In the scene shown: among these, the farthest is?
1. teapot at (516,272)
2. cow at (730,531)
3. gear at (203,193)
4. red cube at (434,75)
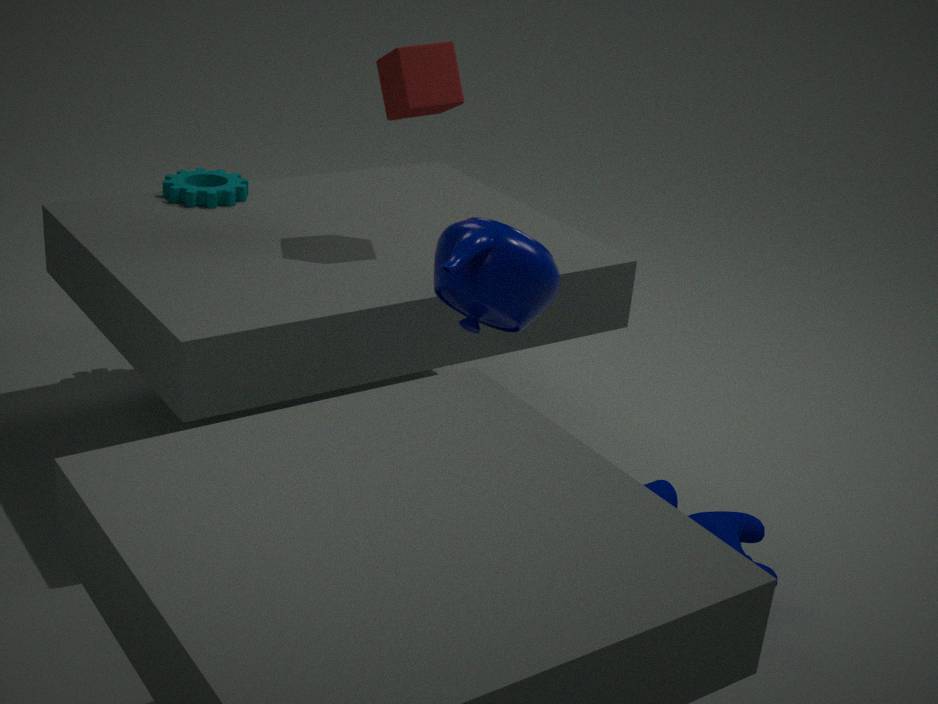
gear at (203,193)
